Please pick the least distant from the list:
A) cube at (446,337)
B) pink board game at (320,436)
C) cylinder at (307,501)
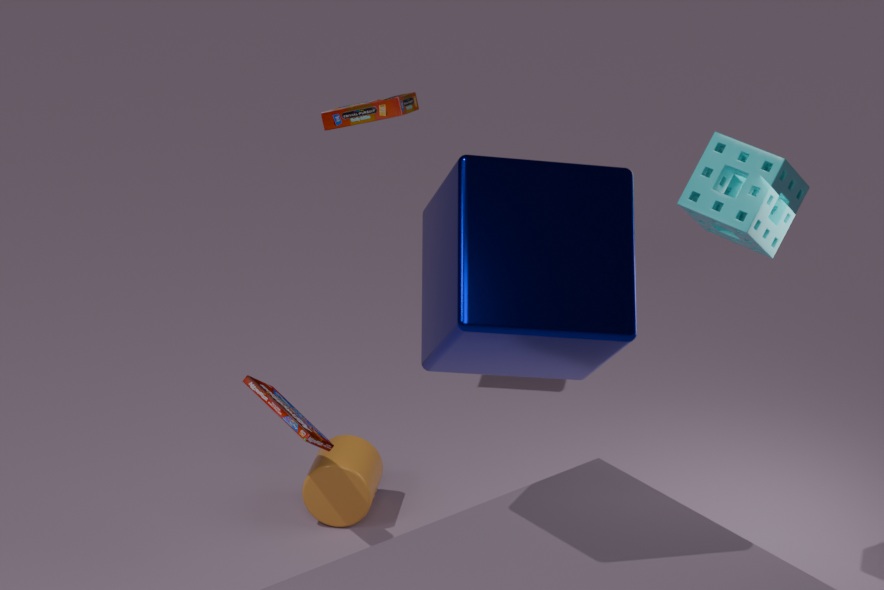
cube at (446,337)
